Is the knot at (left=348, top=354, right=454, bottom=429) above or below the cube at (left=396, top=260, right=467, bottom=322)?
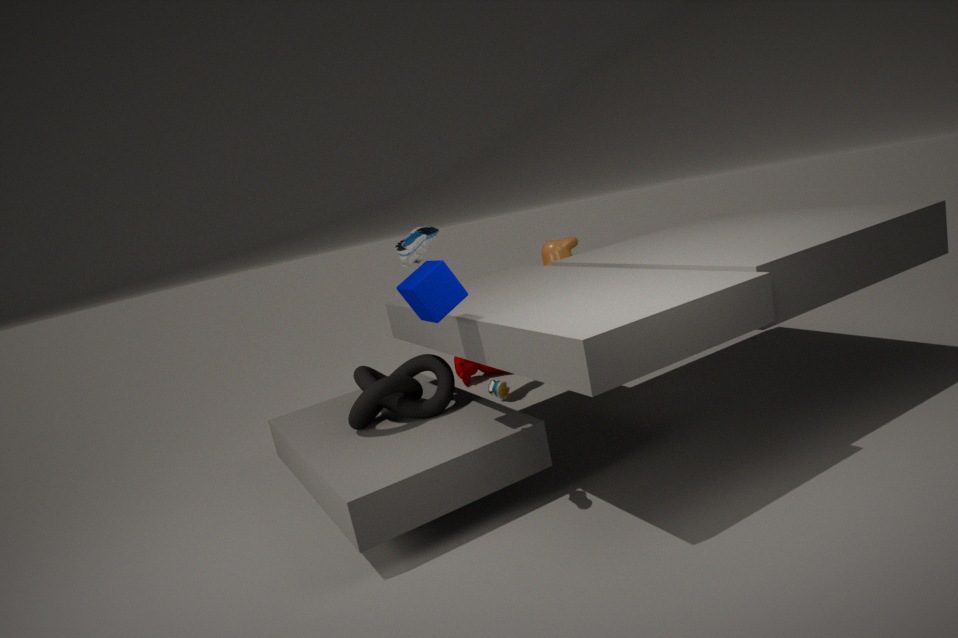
below
